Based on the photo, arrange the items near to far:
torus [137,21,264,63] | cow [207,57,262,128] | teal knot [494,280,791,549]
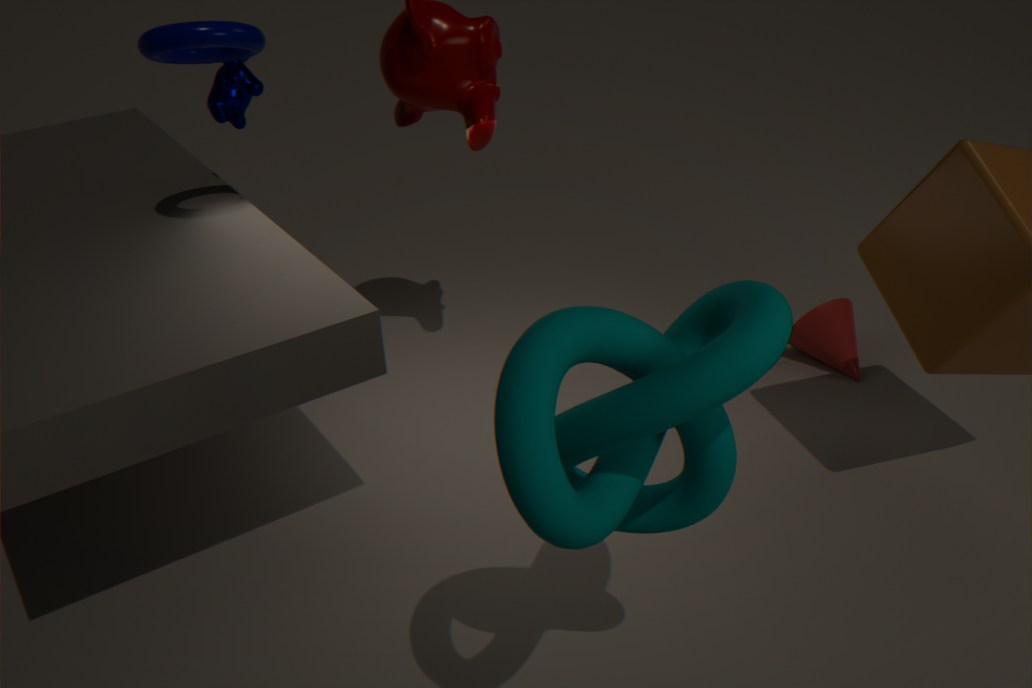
teal knot [494,280,791,549]
torus [137,21,264,63]
cow [207,57,262,128]
